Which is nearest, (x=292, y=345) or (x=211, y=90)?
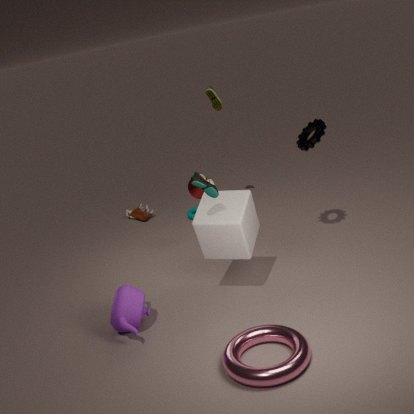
(x=292, y=345)
